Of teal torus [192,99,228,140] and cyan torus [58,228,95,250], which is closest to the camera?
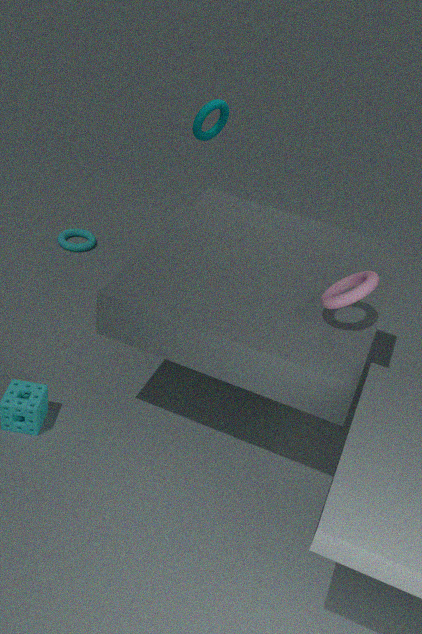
teal torus [192,99,228,140]
